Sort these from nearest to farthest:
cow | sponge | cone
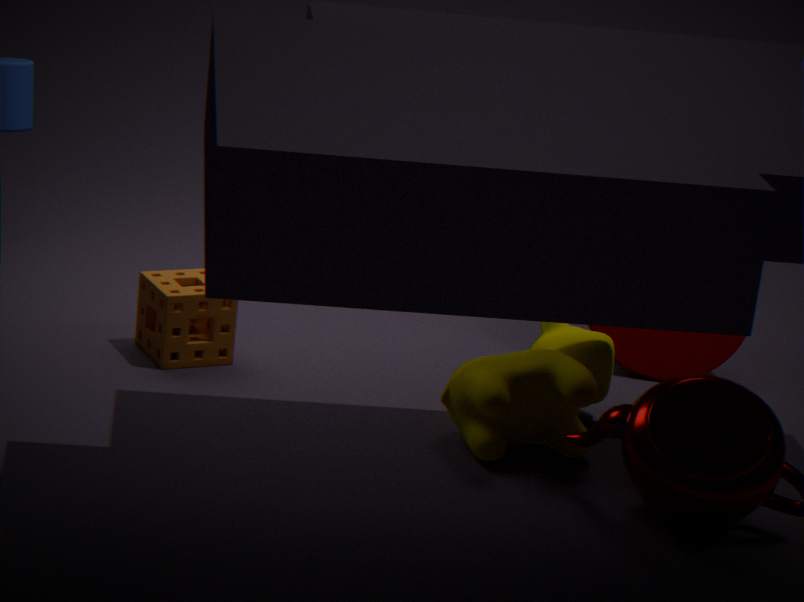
1. cow
2. sponge
3. cone
